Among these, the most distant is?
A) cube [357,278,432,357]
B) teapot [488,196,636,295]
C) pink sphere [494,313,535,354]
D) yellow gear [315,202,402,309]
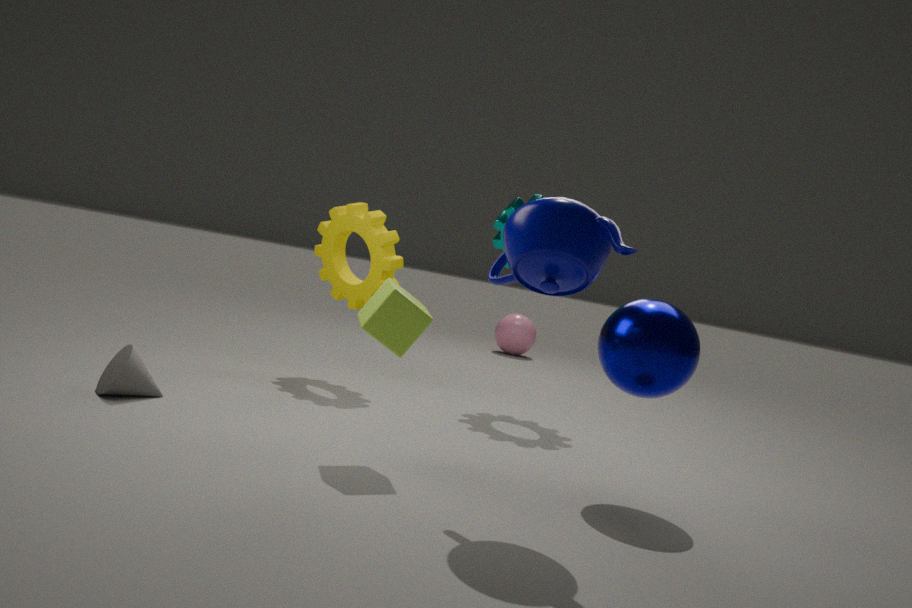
pink sphere [494,313,535,354]
